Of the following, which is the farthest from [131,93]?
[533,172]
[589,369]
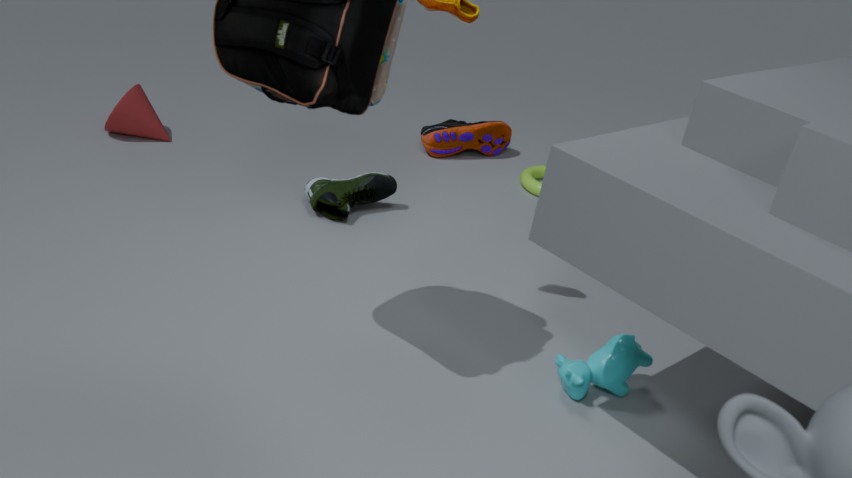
[589,369]
